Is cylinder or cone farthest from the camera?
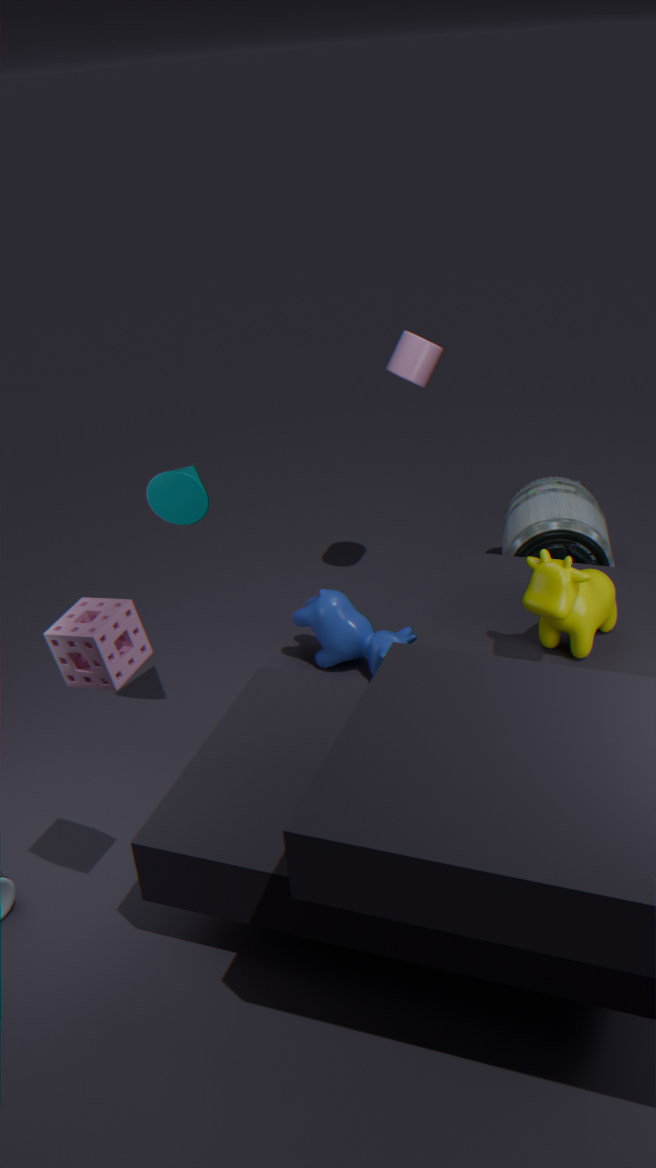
cylinder
